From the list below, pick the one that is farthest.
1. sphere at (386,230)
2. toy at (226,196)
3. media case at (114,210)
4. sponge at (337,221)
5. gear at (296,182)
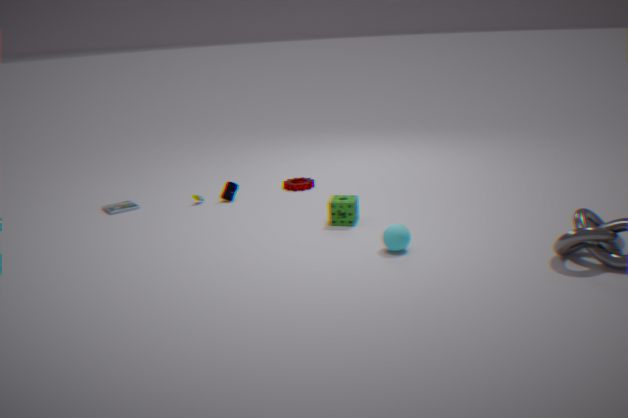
gear at (296,182)
